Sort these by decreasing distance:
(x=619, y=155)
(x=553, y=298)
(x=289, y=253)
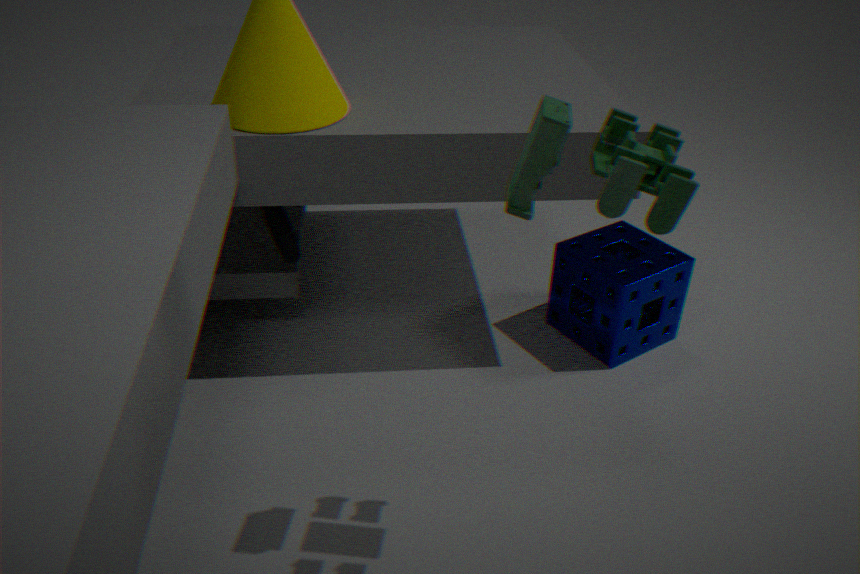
(x=553, y=298), (x=289, y=253), (x=619, y=155)
